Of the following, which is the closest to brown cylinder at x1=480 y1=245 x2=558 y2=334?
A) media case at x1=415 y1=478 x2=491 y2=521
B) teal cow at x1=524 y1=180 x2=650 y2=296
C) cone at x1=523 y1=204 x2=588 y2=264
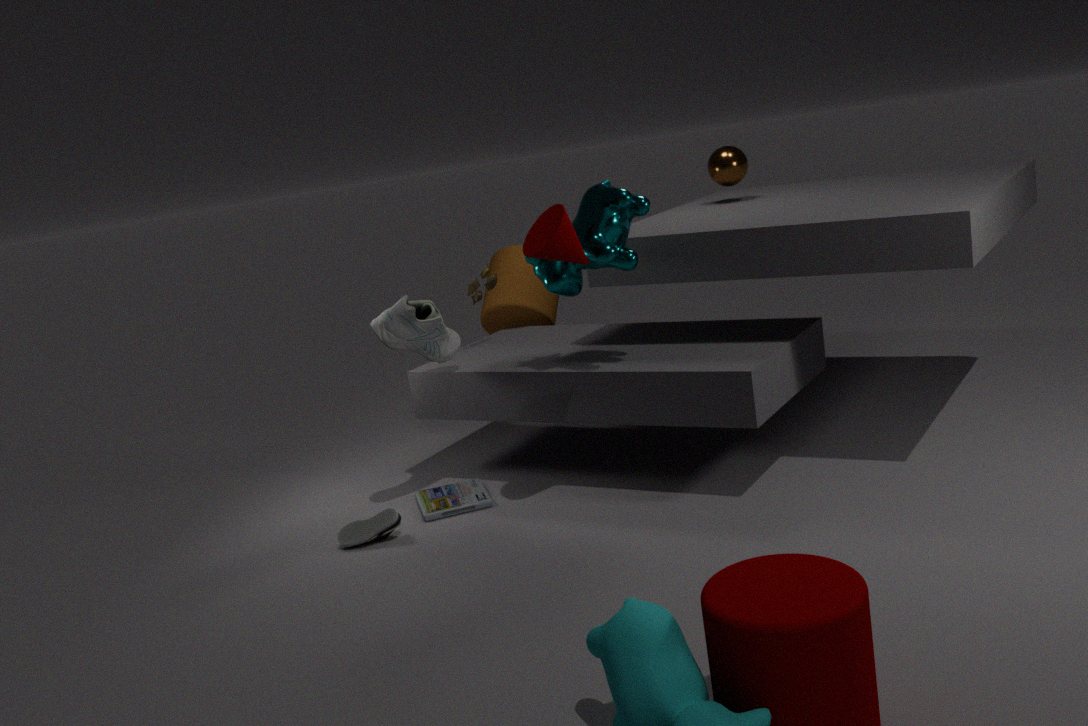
teal cow at x1=524 y1=180 x2=650 y2=296
